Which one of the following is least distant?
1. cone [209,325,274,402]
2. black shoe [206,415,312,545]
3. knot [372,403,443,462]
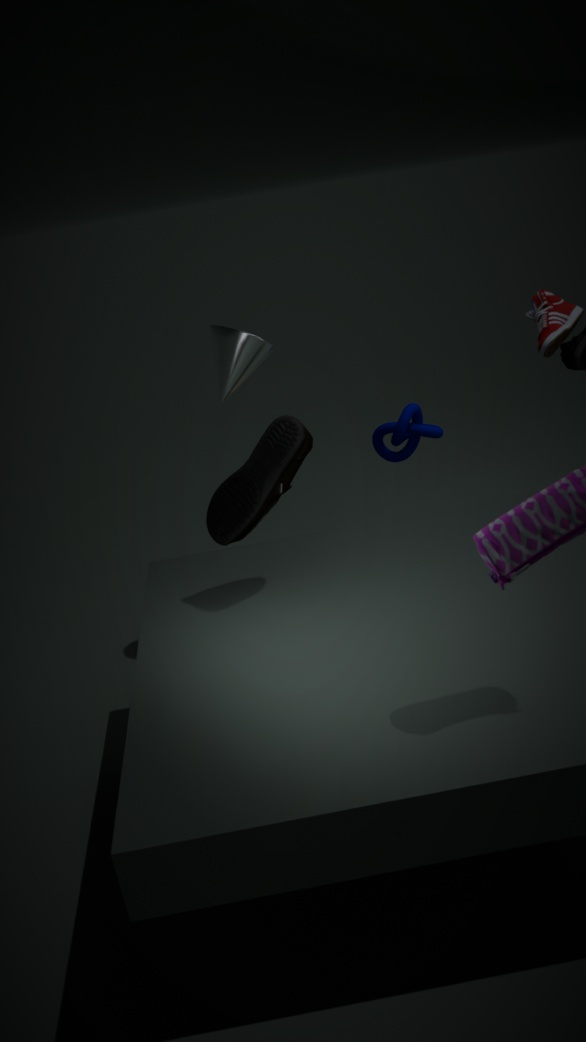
black shoe [206,415,312,545]
